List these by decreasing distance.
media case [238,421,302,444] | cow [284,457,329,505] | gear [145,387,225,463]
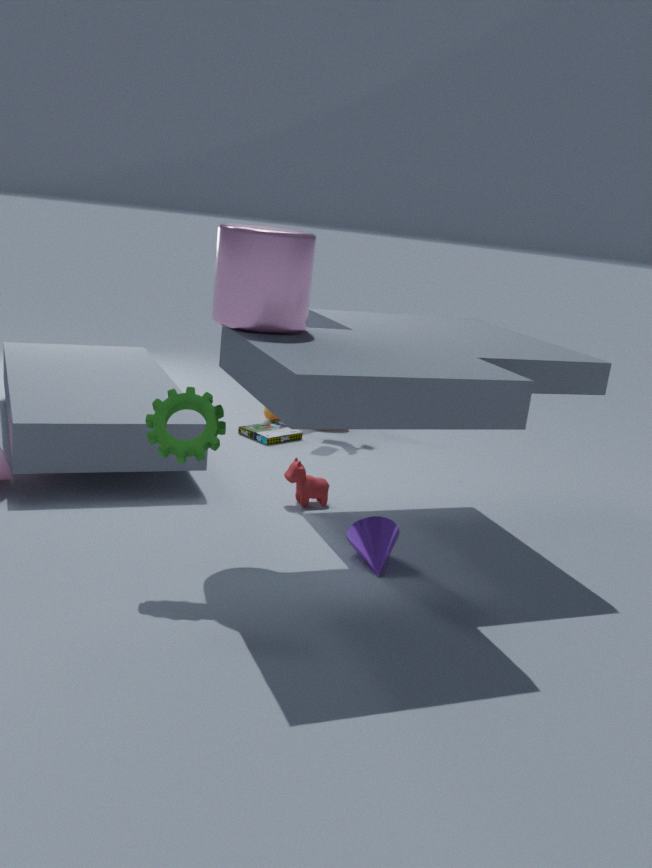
media case [238,421,302,444] → cow [284,457,329,505] → gear [145,387,225,463]
